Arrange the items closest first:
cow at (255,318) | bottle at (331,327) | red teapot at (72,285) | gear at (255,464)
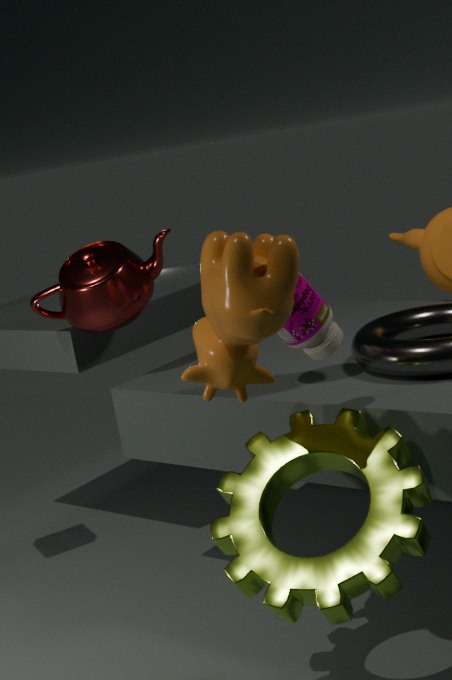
cow at (255,318) → gear at (255,464) → bottle at (331,327) → red teapot at (72,285)
